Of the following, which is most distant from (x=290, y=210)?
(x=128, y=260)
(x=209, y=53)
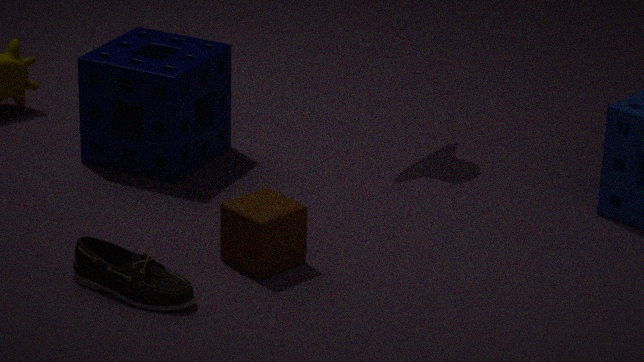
(x=209, y=53)
